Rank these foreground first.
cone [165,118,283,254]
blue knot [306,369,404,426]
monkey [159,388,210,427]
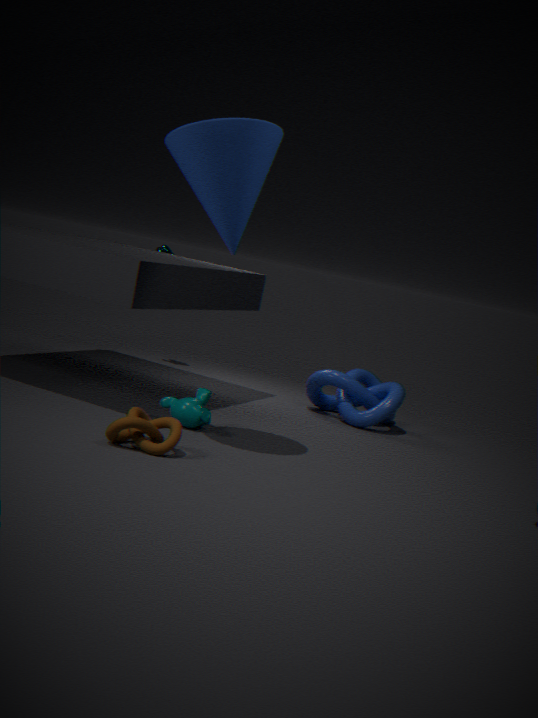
cone [165,118,283,254], monkey [159,388,210,427], blue knot [306,369,404,426]
